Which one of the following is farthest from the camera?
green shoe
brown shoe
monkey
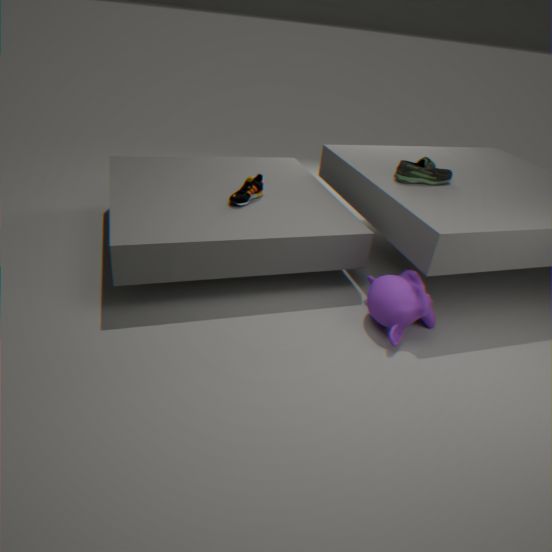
green shoe
